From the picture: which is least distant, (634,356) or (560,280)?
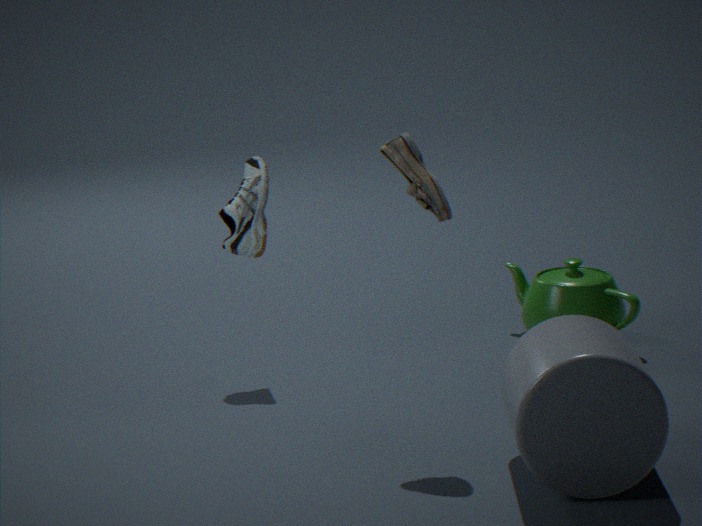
(634,356)
